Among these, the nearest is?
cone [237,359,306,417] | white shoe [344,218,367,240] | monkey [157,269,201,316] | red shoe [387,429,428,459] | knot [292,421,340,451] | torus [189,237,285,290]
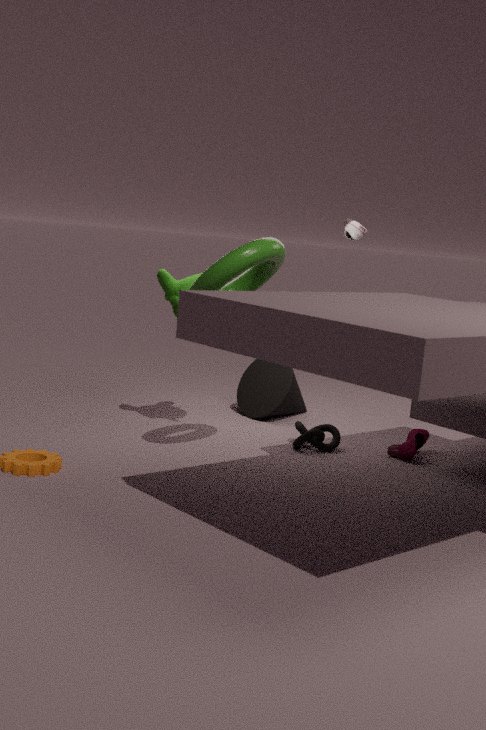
torus [189,237,285,290]
